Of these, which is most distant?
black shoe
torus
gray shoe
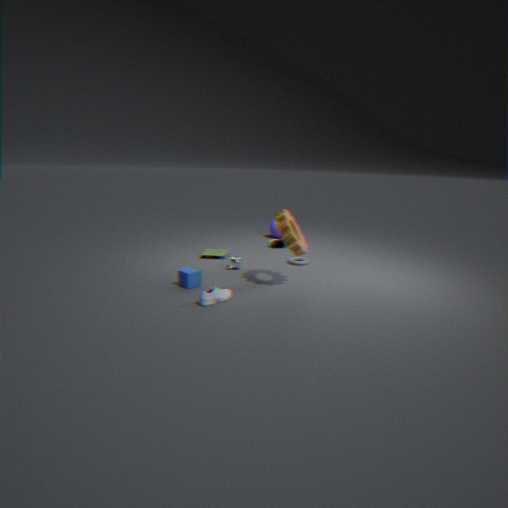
black shoe
